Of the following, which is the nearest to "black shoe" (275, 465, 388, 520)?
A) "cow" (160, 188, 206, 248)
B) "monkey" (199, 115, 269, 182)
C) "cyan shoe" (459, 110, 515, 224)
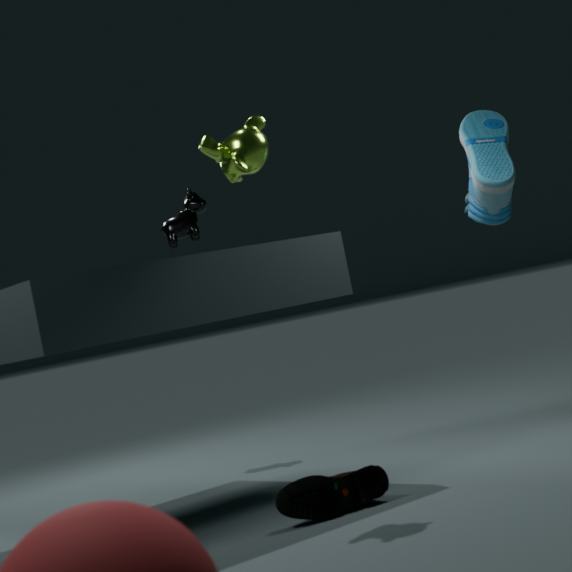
"monkey" (199, 115, 269, 182)
